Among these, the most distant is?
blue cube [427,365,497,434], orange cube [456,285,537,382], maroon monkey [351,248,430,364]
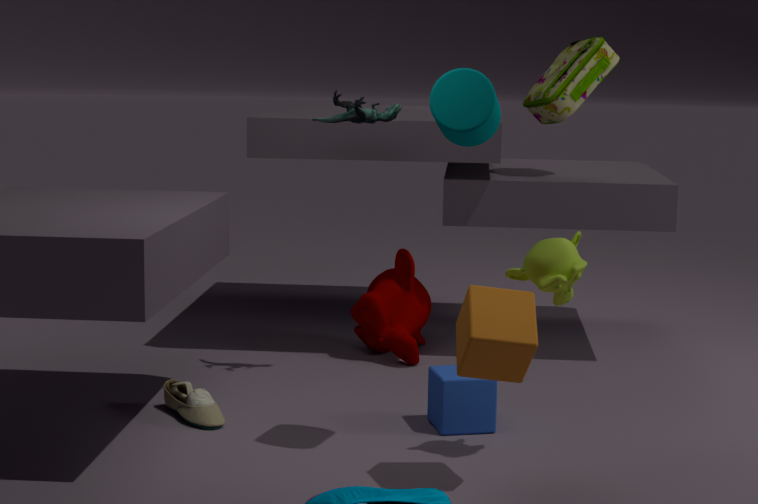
maroon monkey [351,248,430,364]
